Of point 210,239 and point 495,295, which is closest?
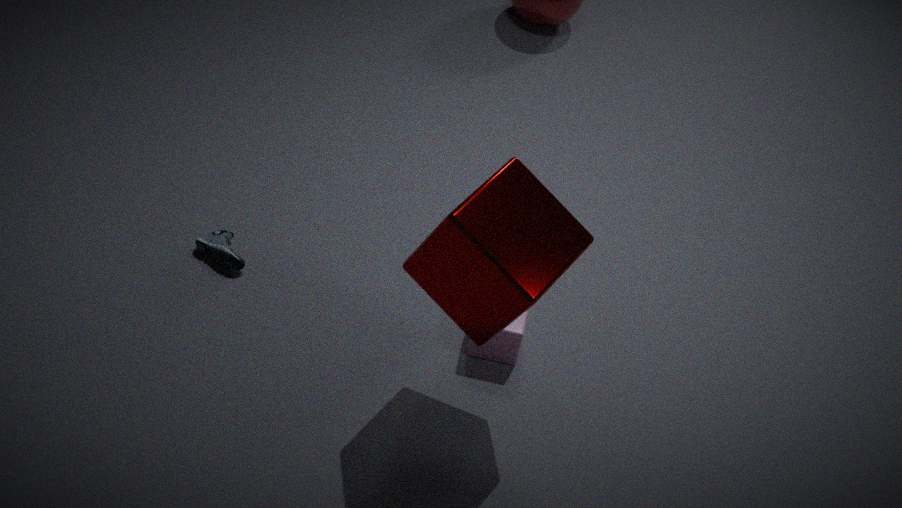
point 495,295
